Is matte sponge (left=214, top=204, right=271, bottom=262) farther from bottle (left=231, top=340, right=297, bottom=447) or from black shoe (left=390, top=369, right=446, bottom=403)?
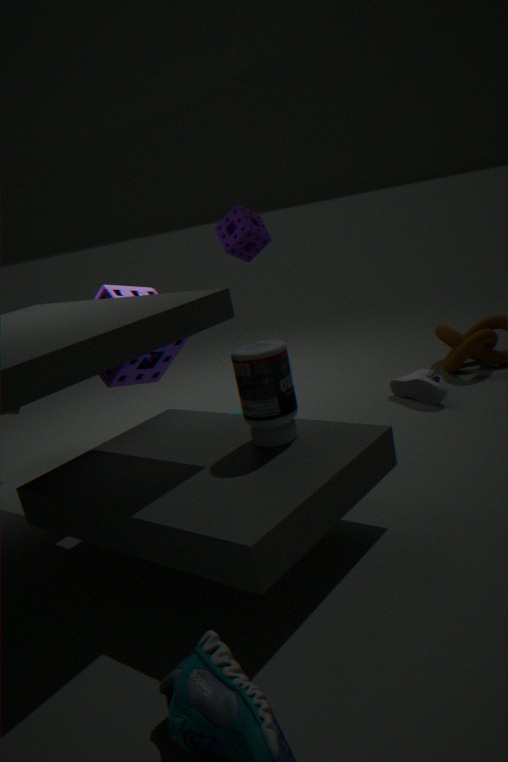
black shoe (left=390, top=369, right=446, bottom=403)
